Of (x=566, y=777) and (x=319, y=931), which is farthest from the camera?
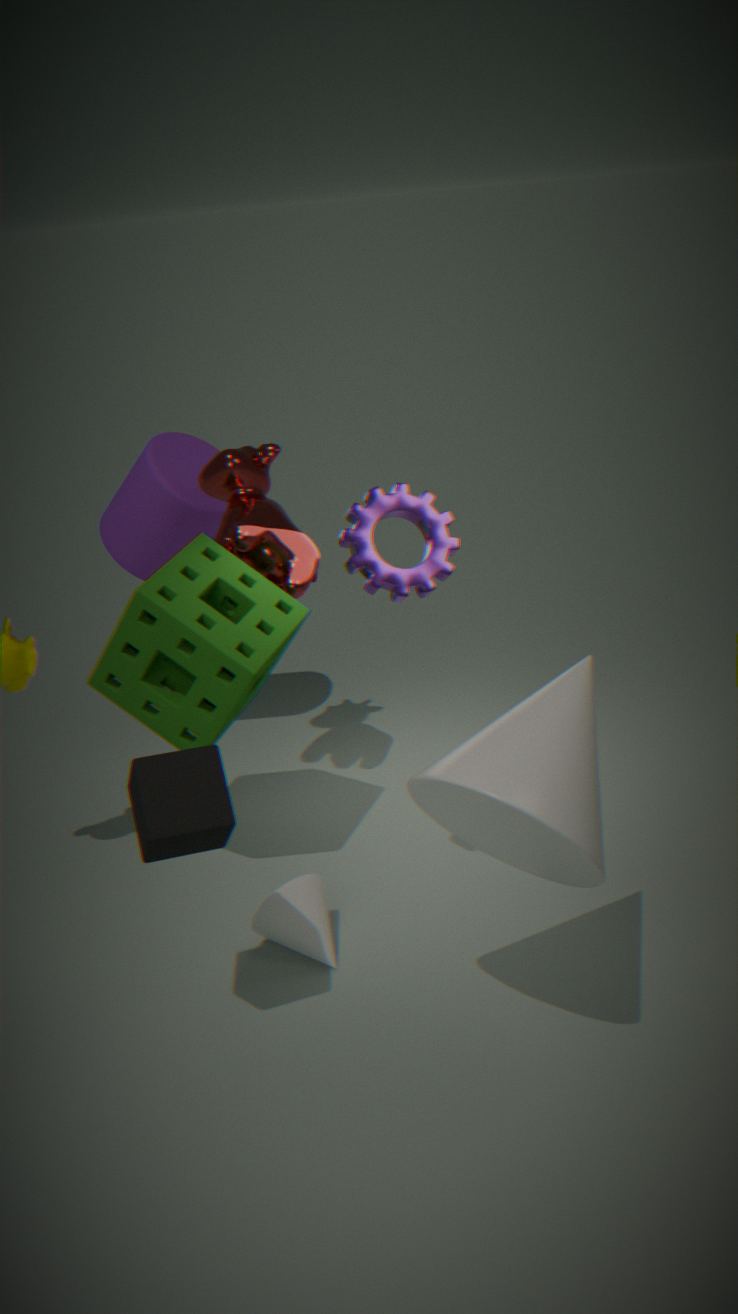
(x=319, y=931)
